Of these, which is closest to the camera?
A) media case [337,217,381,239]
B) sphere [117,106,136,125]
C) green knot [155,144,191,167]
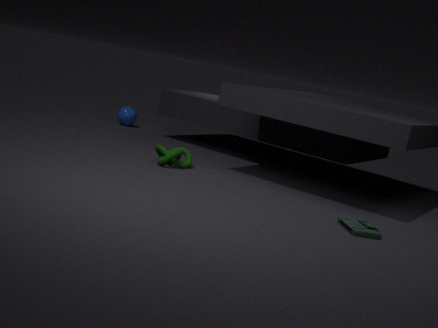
media case [337,217,381,239]
